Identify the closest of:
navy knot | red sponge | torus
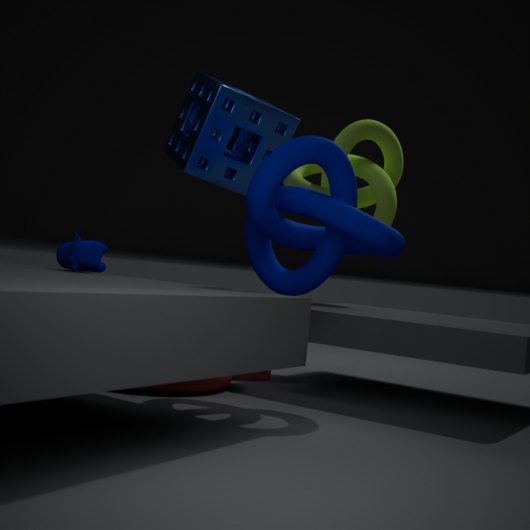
navy knot
